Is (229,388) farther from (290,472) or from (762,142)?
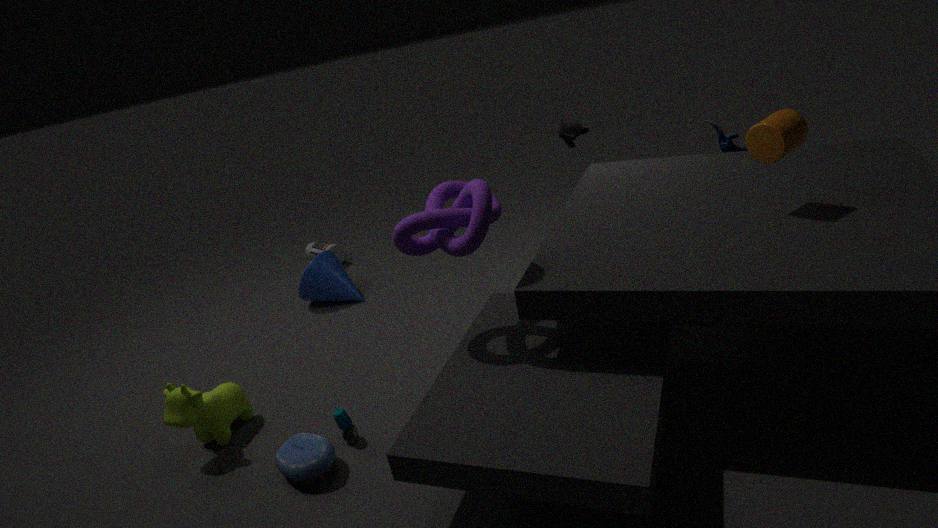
(762,142)
